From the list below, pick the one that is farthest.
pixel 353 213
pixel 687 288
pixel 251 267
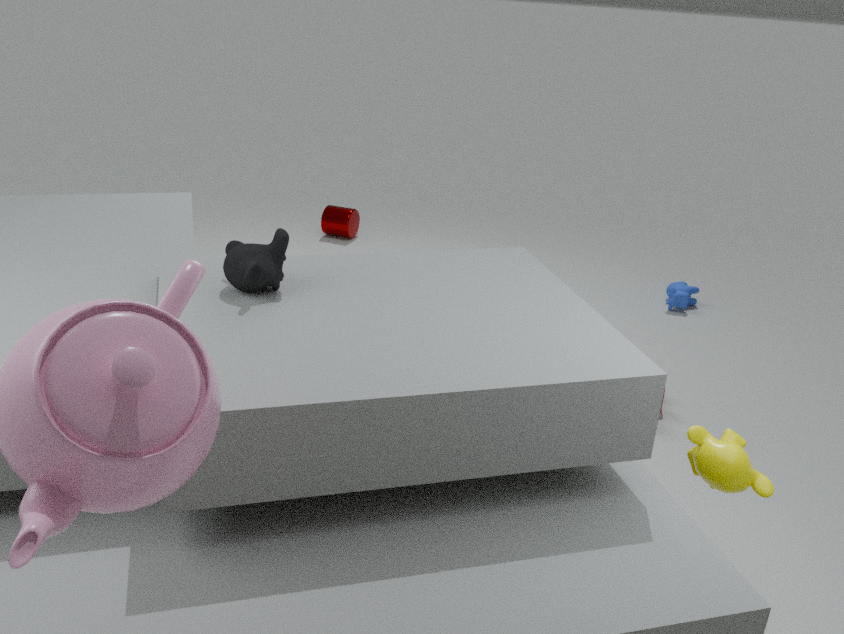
pixel 353 213
